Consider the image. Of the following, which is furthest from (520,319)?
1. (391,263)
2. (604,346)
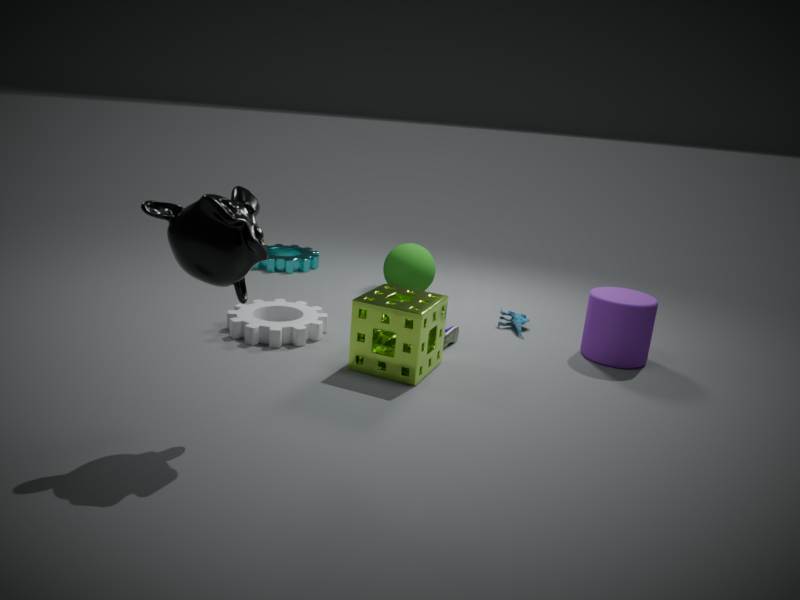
(391,263)
